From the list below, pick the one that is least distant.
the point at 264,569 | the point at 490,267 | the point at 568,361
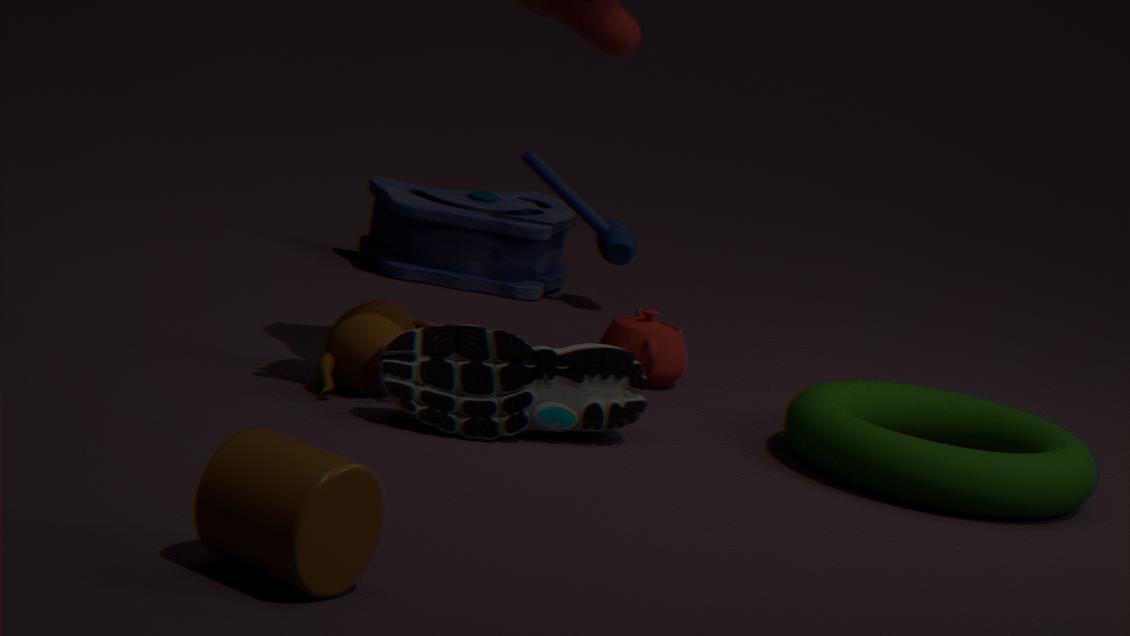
the point at 264,569
